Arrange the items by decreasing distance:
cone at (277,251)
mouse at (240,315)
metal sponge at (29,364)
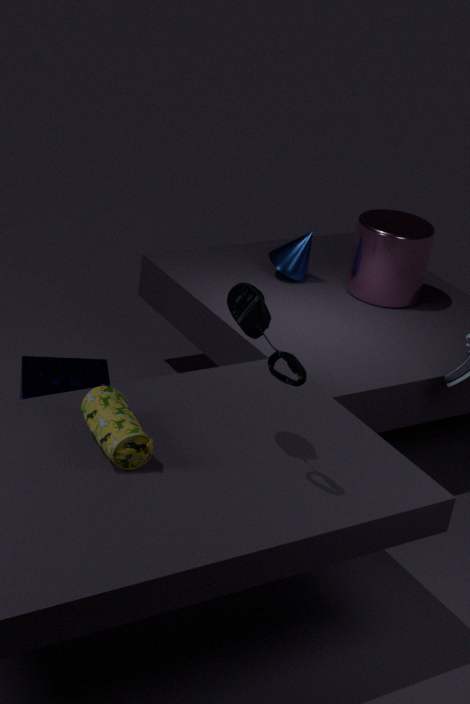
1. cone at (277,251)
2. metal sponge at (29,364)
3. mouse at (240,315)
